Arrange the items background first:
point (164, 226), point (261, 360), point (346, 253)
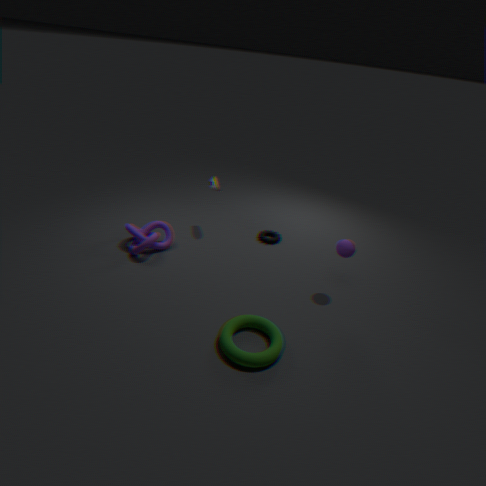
point (164, 226)
point (346, 253)
point (261, 360)
